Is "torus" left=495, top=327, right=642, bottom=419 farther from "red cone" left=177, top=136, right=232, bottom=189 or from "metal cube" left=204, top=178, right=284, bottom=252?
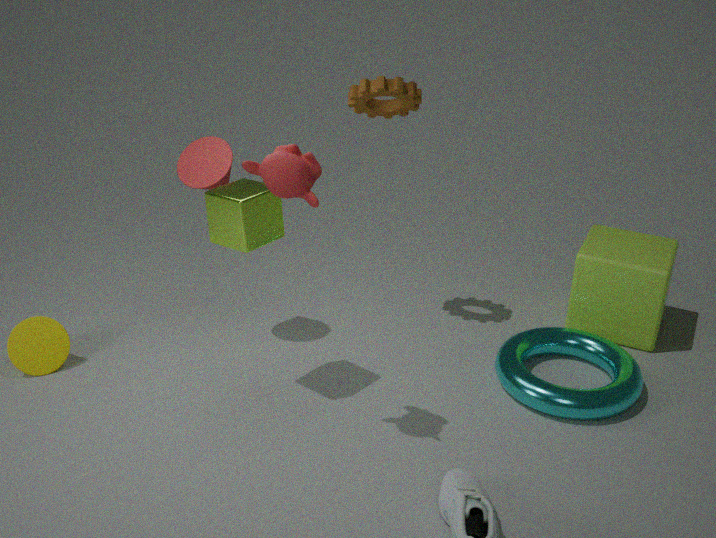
"red cone" left=177, top=136, right=232, bottom=189
